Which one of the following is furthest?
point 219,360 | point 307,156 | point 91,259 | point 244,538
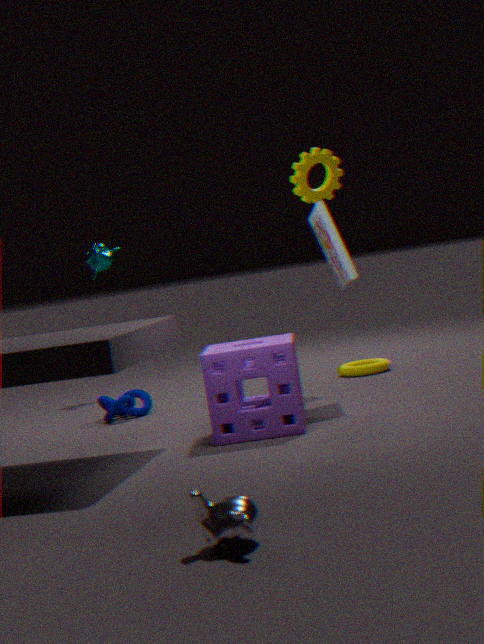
point 91,259
